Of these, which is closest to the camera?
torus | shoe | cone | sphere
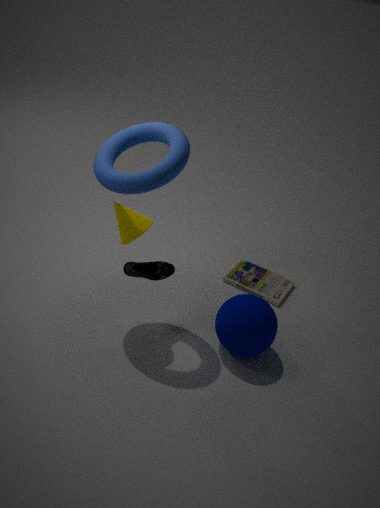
torus
